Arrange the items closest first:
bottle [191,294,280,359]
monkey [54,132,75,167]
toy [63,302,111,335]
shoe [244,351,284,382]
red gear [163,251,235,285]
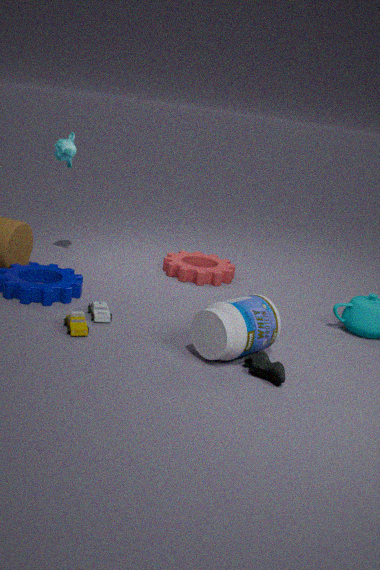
shoe [244,351,284,382]
bottle [191,294,280,359]
toy [63,302,111,335]
monkey [54,132,75,167]
red gear [163,251,235,285]
